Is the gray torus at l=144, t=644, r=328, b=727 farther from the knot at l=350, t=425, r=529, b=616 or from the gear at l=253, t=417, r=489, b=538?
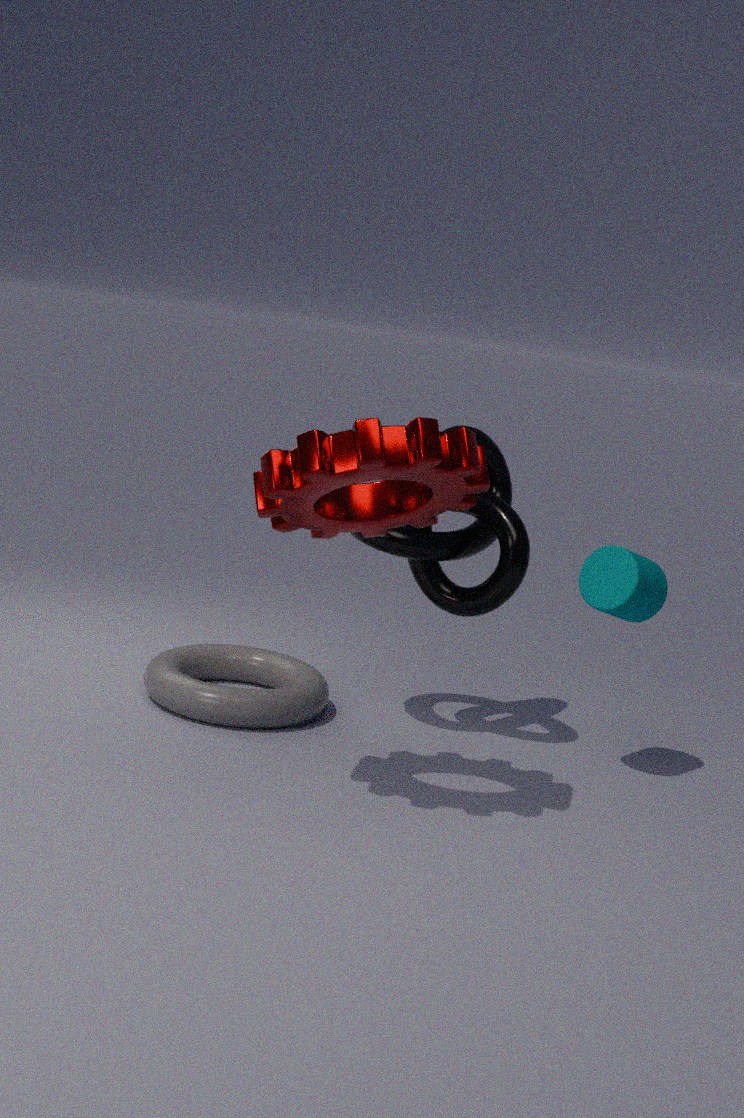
the gear at l=253, t=417, r=489, b=538
